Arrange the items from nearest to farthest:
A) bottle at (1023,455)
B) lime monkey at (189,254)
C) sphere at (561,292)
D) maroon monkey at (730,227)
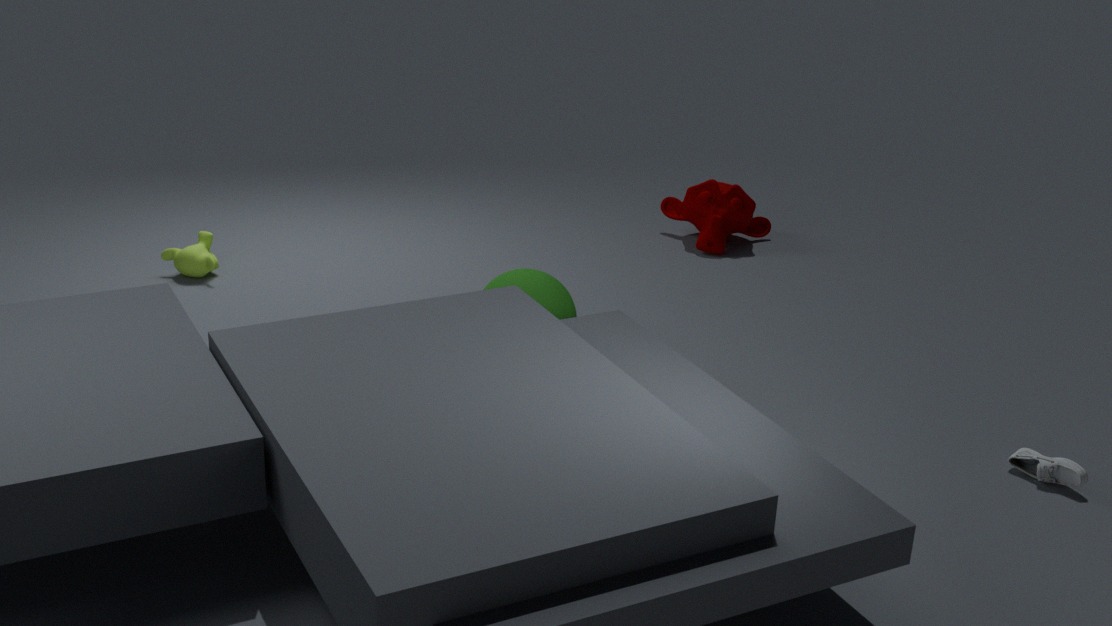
bottle at (1023,455) < sphere at (561,292) < lime monkey at (189,254) < maroon monkey at (730,227)
